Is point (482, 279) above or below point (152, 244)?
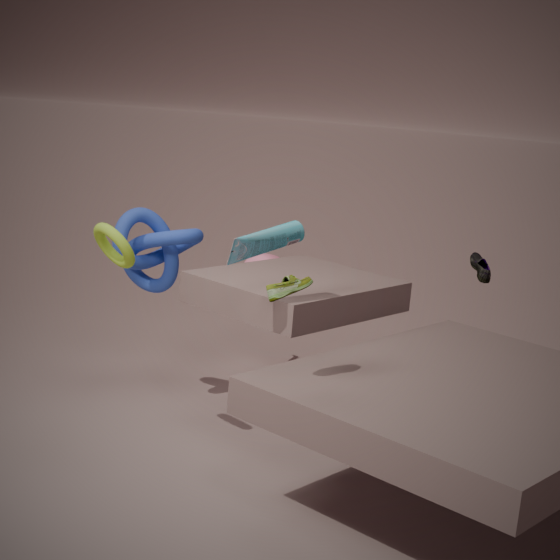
above
